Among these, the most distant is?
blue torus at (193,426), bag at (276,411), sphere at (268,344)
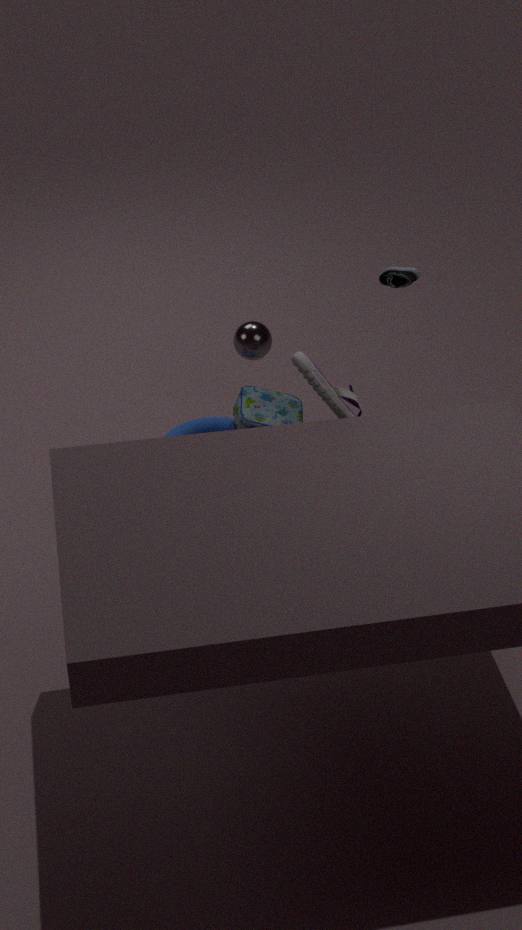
blue torus at (193,426)
